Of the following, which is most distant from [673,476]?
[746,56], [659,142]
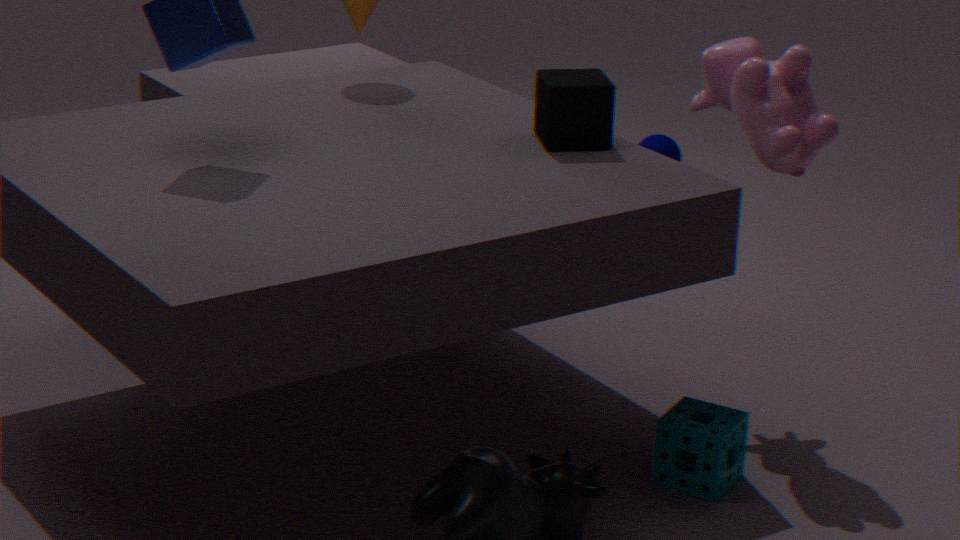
[659,142]
